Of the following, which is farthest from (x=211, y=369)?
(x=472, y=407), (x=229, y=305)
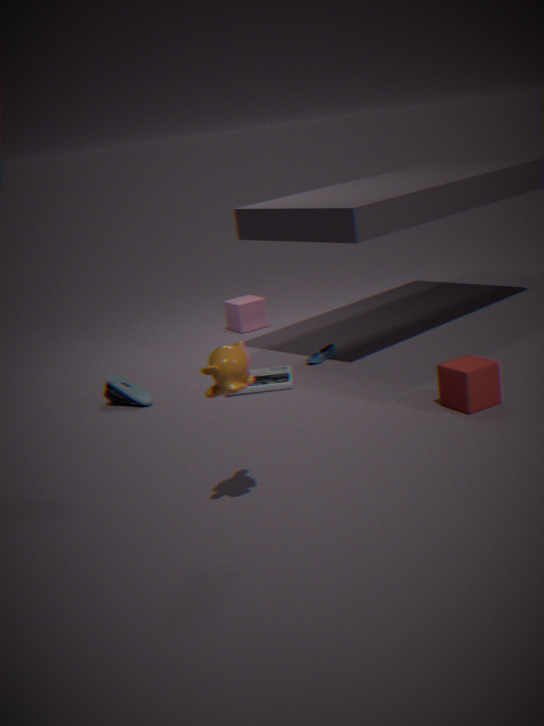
(x=229, y=305)
